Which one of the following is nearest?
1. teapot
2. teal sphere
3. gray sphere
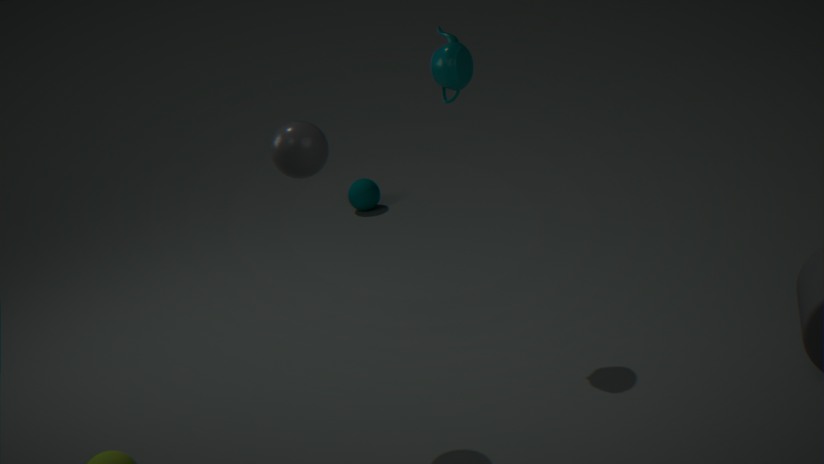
gray sphere
